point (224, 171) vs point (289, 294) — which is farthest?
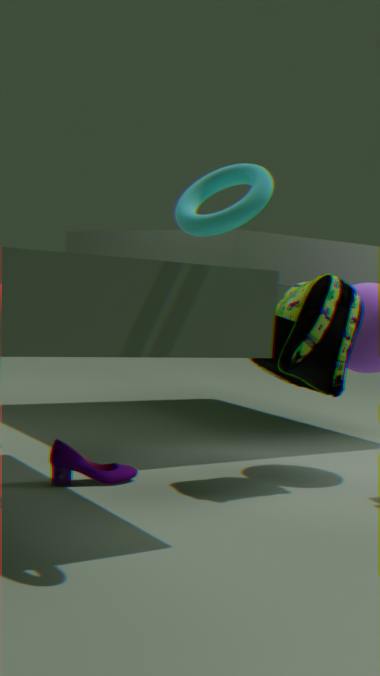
point (289, 294)
